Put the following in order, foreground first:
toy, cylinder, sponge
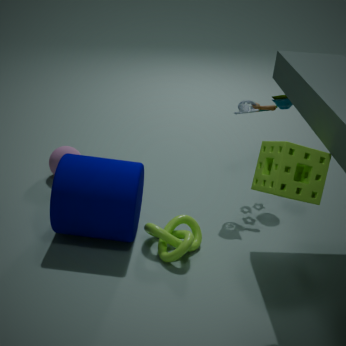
sponge < cylinder < toy
